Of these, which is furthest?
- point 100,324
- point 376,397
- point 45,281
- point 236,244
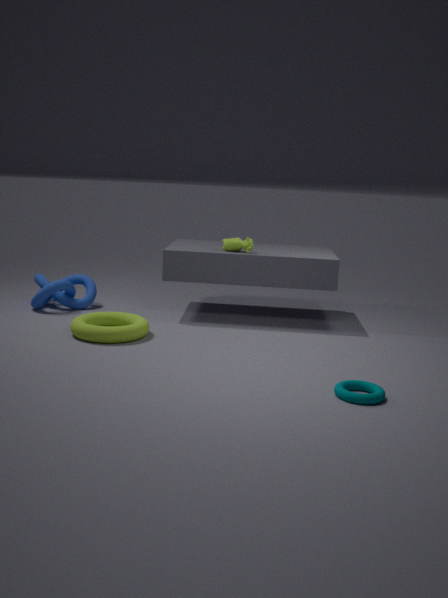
point 45,281
